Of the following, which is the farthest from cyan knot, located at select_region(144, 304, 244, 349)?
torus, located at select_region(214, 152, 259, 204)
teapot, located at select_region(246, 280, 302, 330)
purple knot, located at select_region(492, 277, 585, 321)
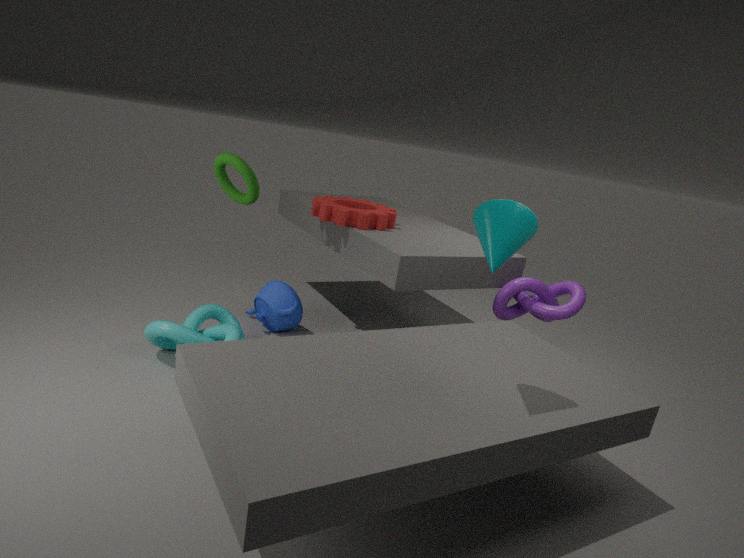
purple knot, located at select_region(492, 277, 585, 321)
